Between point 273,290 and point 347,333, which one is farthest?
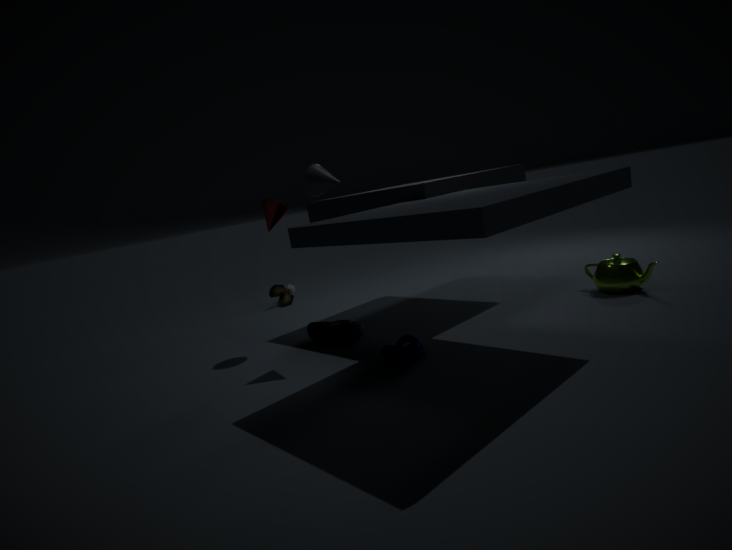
point 273,290
